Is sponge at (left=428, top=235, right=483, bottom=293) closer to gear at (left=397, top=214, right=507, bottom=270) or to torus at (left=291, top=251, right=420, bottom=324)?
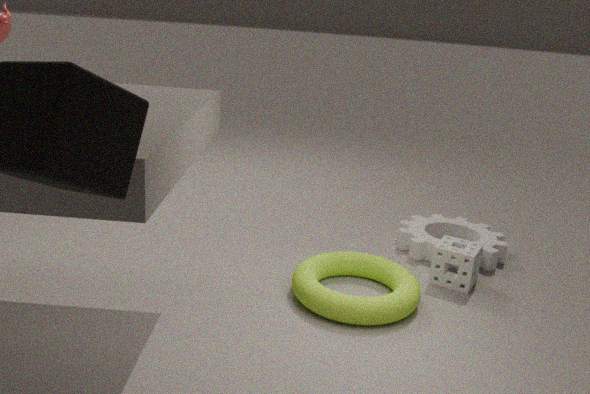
gear at (left=397, top=214, right=507, bottom=270)
